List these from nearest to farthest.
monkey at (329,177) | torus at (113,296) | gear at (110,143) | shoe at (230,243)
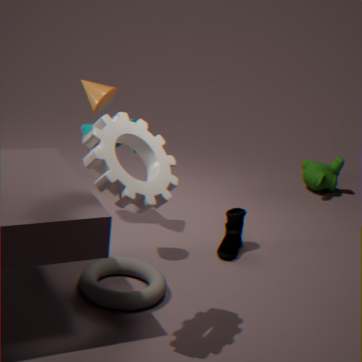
gear at (110,143) < torus at (113,296) < shoe at (230,243) < monkey at (329,177)
